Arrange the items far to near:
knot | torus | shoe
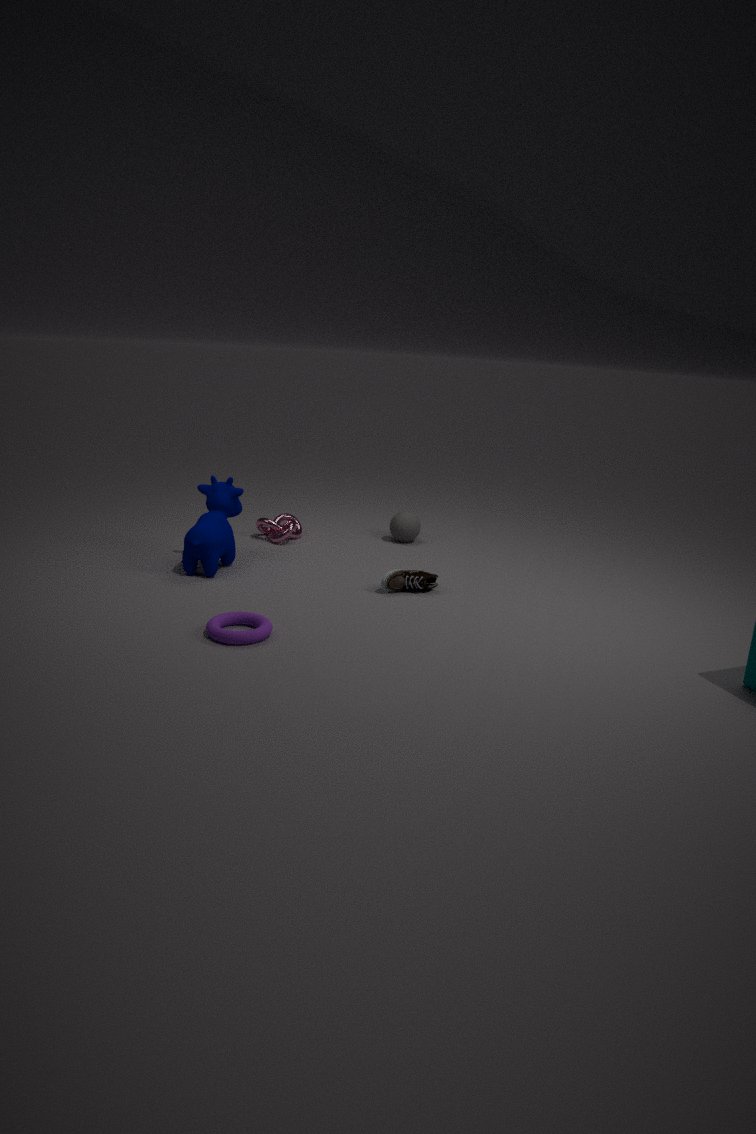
knot, shoe, torus
